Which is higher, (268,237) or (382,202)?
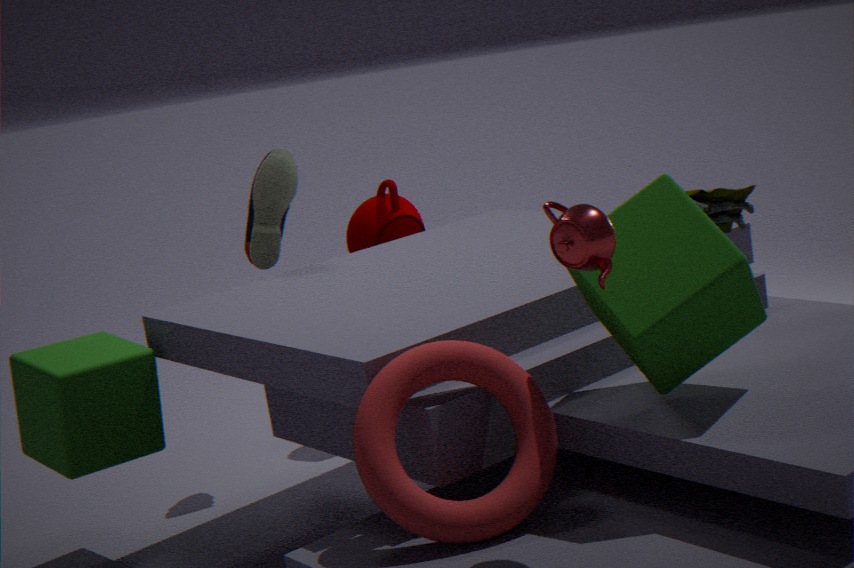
(268,237)
